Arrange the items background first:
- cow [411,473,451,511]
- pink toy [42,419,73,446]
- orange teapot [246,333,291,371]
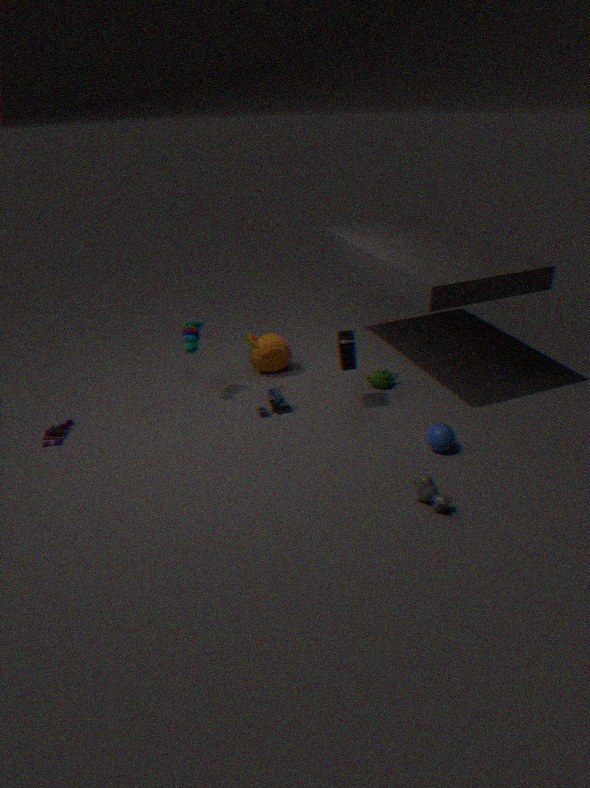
orange teapot [246,333,291,371]
pink toy [42,419,73,446]
cow [411,473,451,511]
